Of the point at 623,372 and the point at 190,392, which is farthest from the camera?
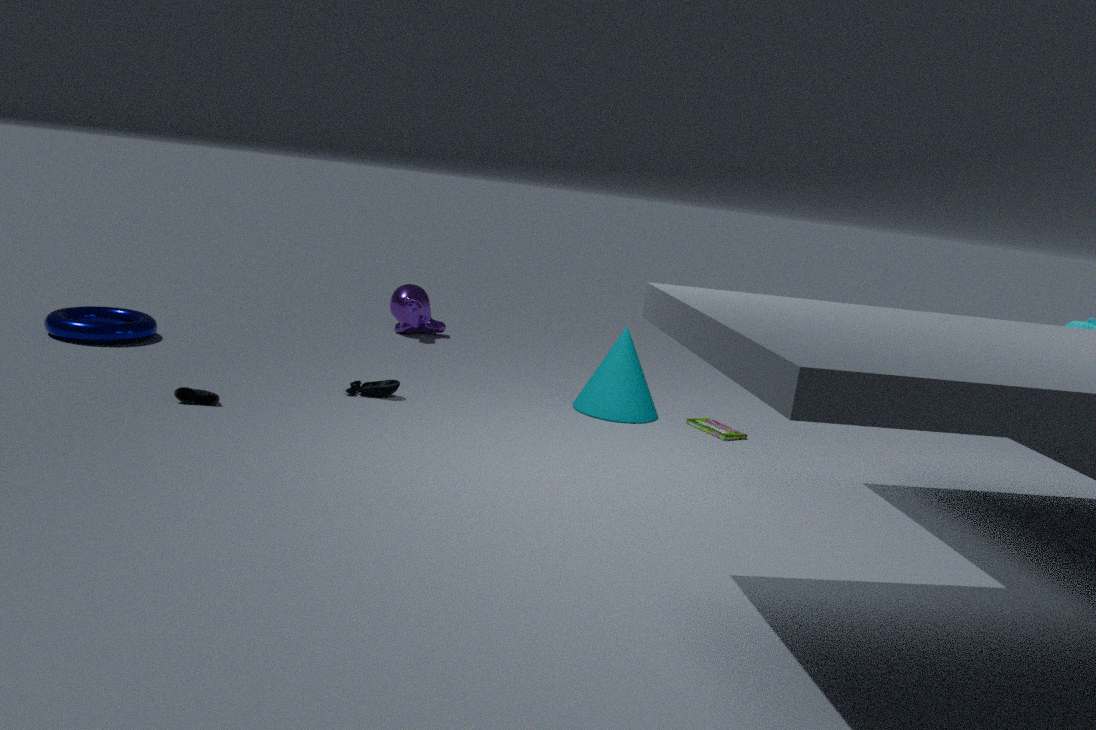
the point at 623,372
